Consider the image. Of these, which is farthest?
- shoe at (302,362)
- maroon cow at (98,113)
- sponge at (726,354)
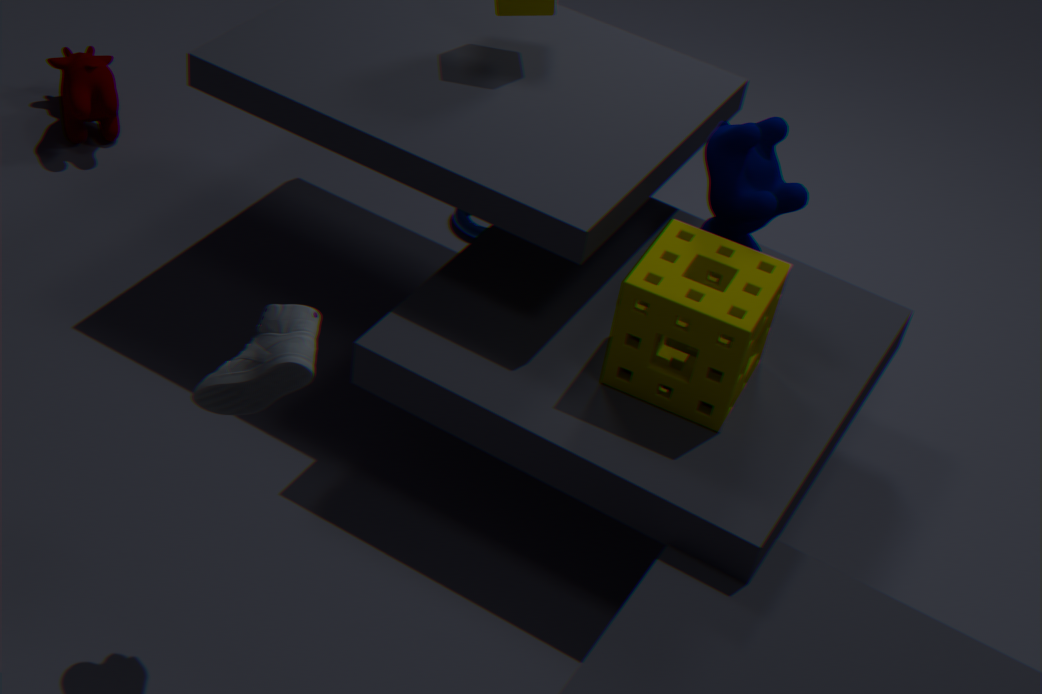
maroon cow at (98,113)
